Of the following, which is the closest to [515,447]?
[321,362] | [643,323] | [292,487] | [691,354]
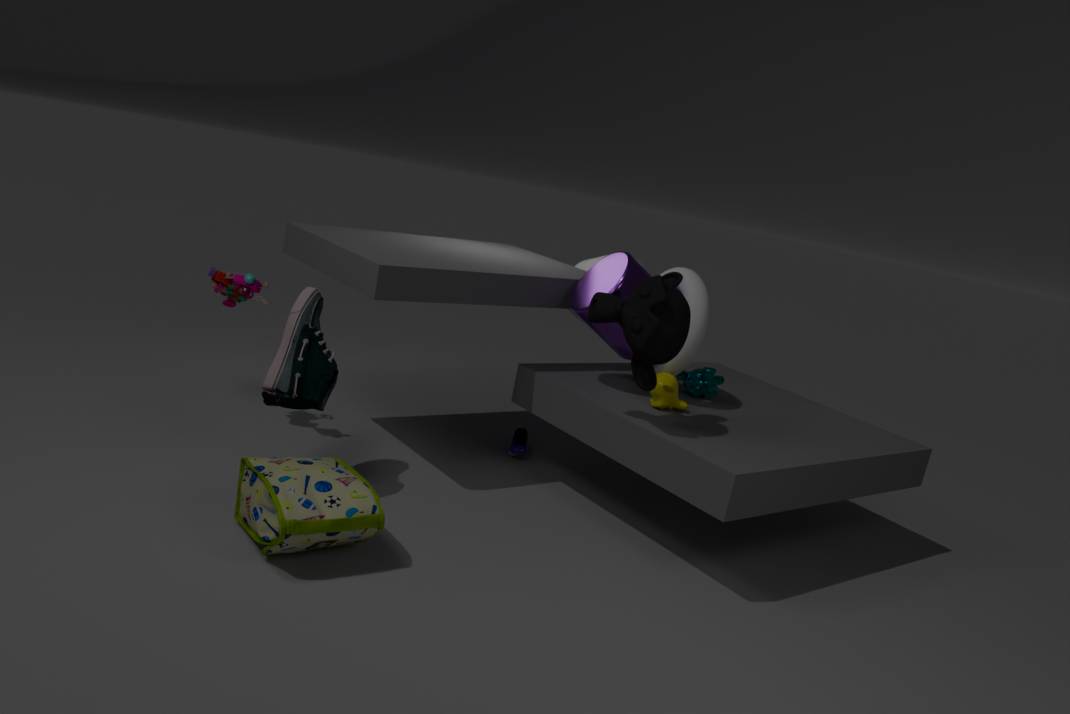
[691,354]
